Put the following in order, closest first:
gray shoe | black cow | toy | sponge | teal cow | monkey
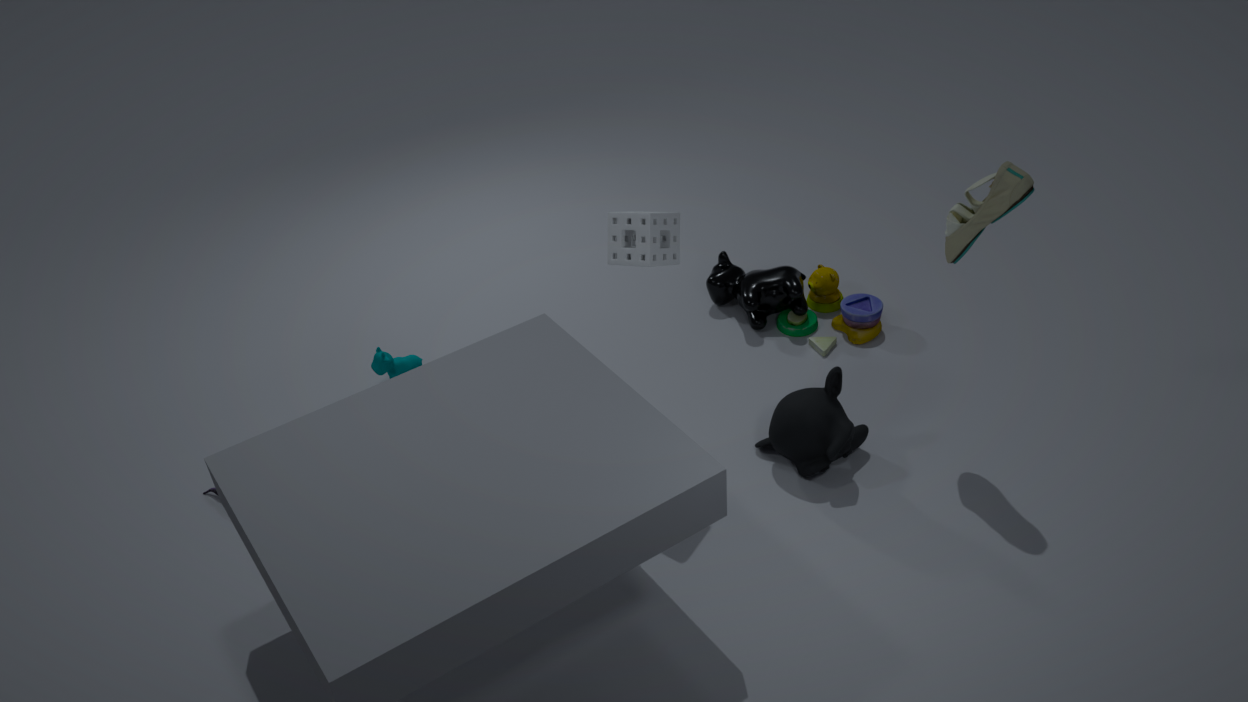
gray shoe
sponge
monkey
teal cow
toy
black cow
